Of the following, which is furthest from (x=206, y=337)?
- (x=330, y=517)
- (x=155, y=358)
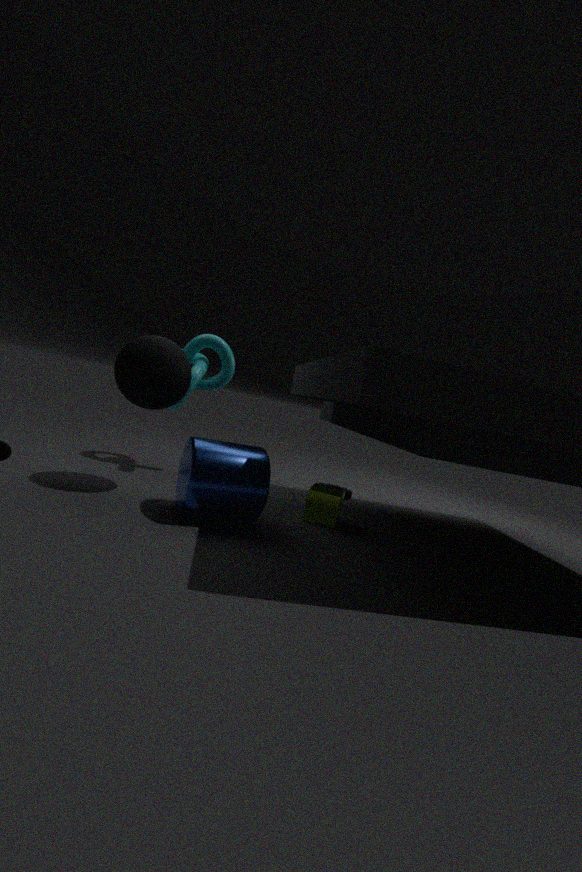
(x=330, y=517)
